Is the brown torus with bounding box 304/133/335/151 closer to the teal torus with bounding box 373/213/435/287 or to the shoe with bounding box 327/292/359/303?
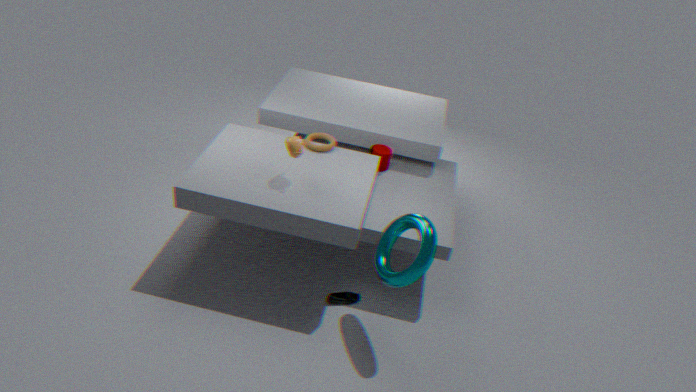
the teal torus with bounding box 373/213/435/287
